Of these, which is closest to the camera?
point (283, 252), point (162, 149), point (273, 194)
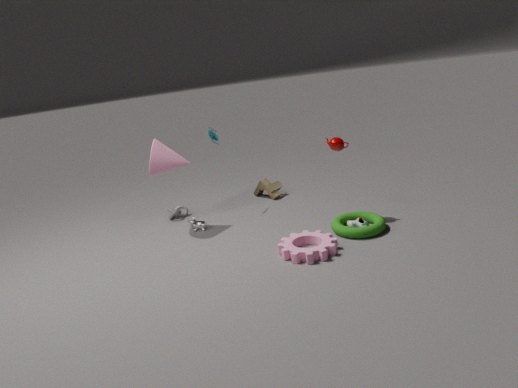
point (283, 252)
